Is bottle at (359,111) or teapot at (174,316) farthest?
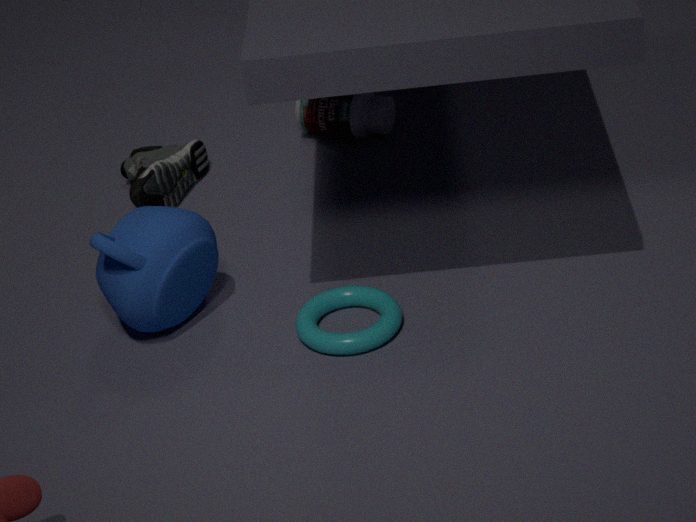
bottle at (359,111)
